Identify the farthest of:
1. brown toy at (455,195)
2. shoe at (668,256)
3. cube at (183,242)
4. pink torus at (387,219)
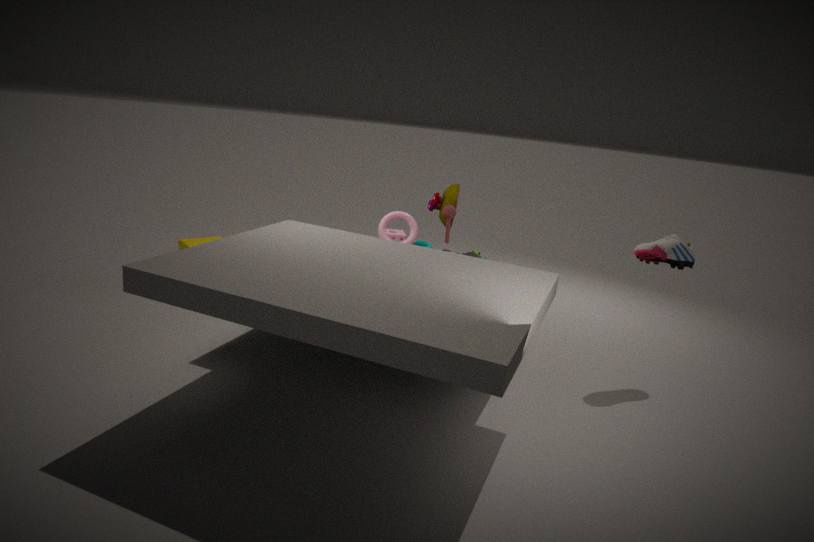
cube at (183,242)
